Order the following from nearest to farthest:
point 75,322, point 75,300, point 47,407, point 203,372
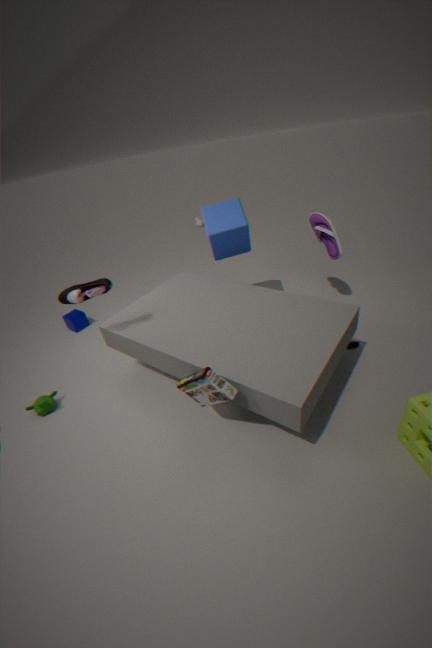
1. point 203,372
2. point 75,300
3. point 47,407
4. point 75,322
